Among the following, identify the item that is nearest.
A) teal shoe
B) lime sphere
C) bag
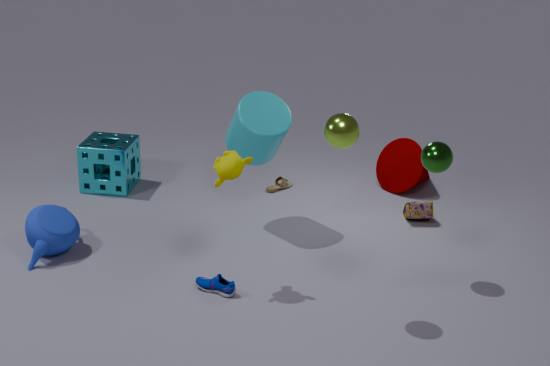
lime sphere
